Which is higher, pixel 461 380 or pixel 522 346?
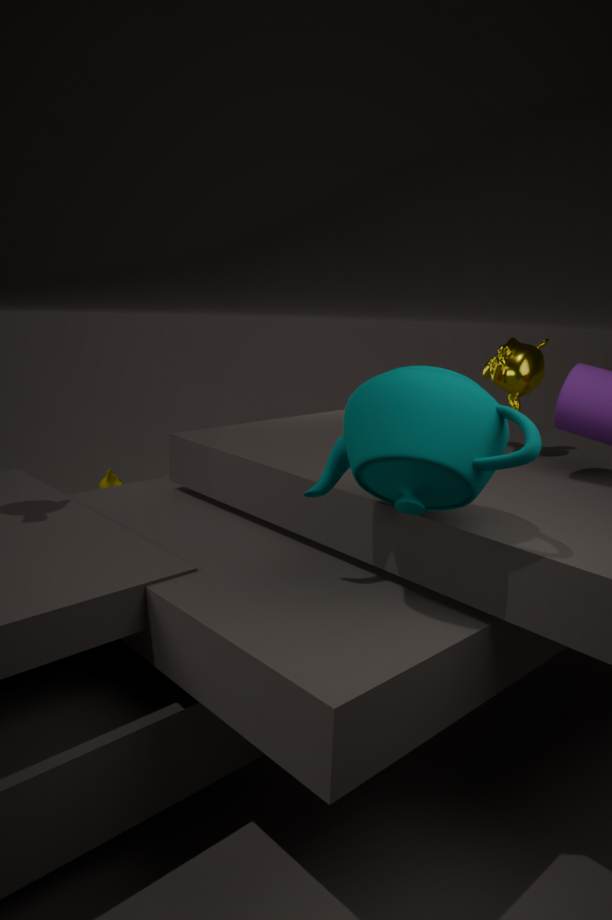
pixel 522 346
